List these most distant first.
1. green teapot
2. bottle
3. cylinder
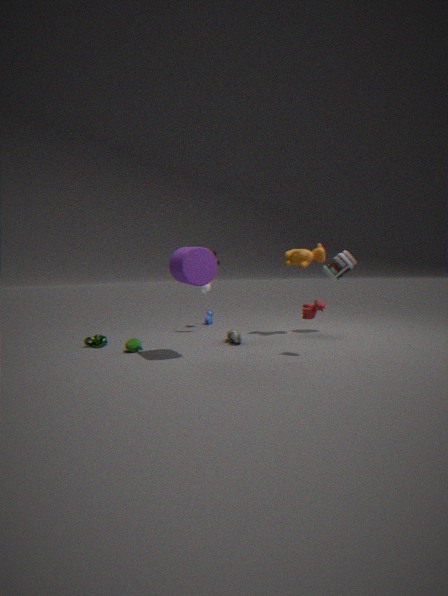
bottle < green teapot < cylinder
